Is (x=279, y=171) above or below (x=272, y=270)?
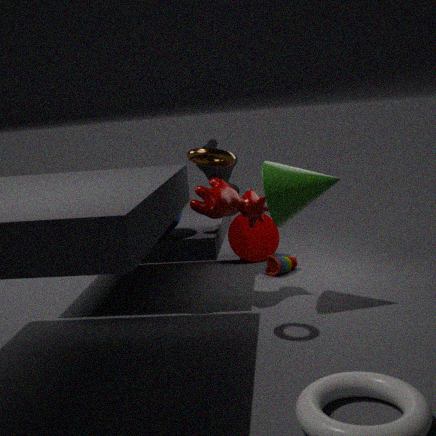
above
